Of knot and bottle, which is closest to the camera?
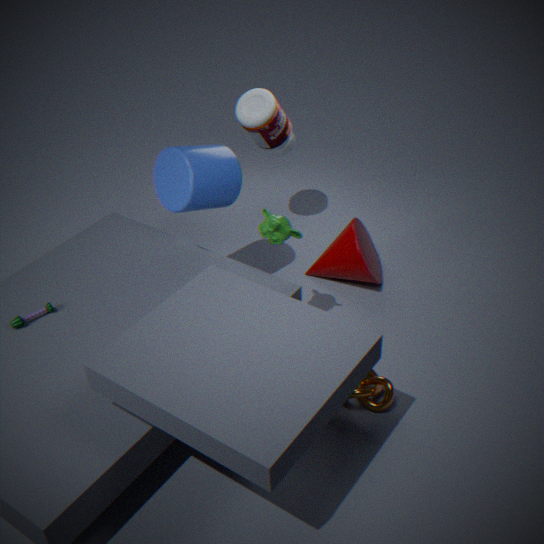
knot
